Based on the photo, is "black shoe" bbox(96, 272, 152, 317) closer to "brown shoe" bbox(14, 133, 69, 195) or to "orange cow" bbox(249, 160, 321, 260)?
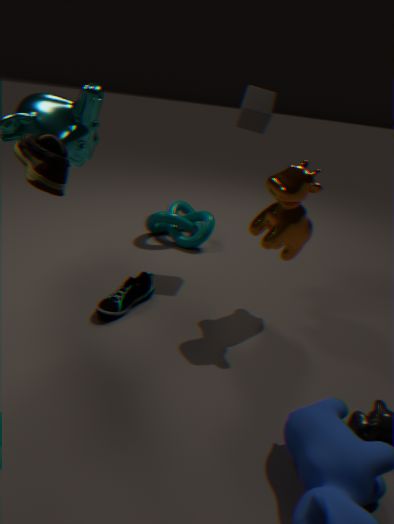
"orange cow" bbox(249, 160, 321, 260)
